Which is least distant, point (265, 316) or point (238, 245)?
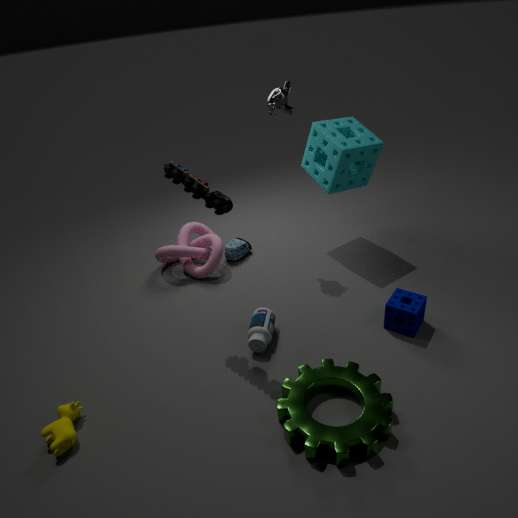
point (265, 316)
